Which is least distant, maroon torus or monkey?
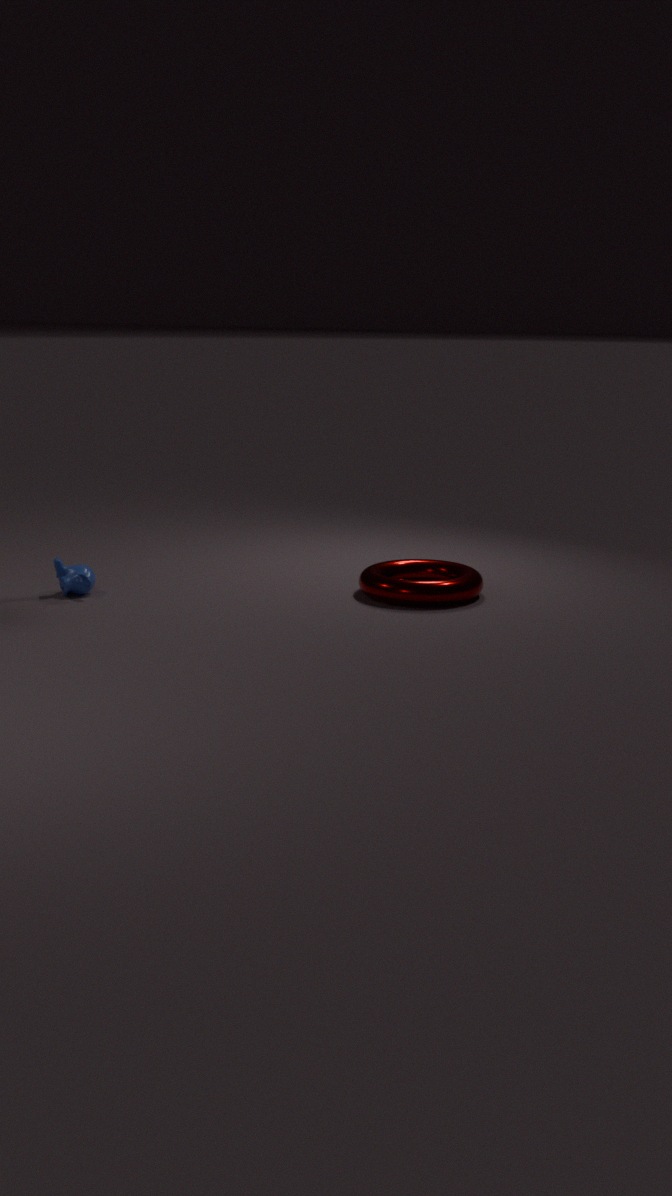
maroon torus
